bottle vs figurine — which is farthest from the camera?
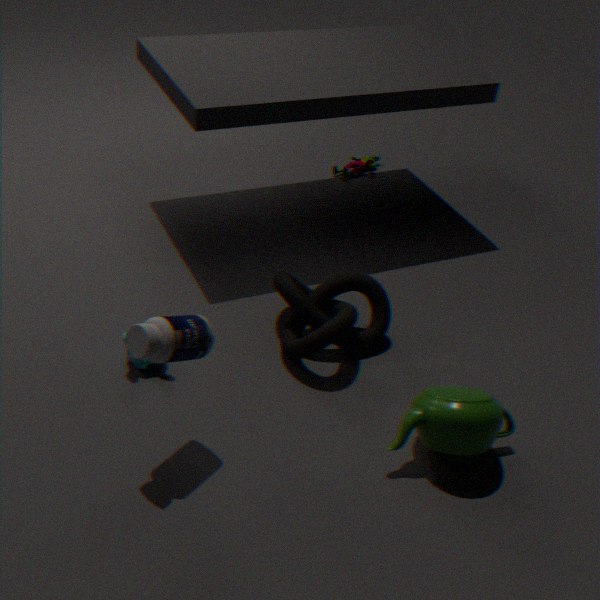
figurine
